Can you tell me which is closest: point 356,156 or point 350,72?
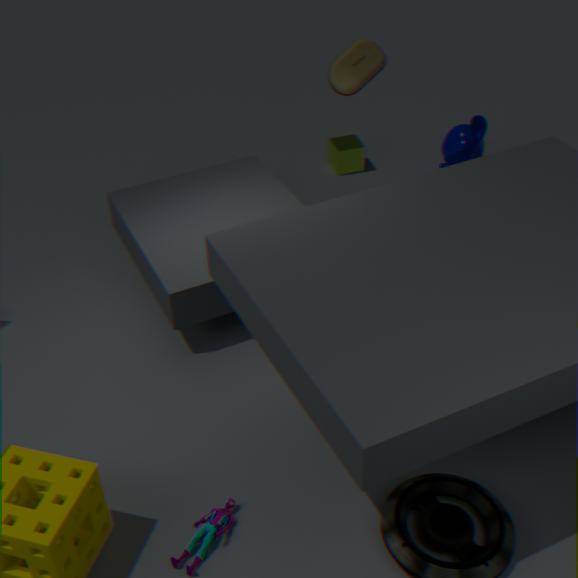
point 350,72
